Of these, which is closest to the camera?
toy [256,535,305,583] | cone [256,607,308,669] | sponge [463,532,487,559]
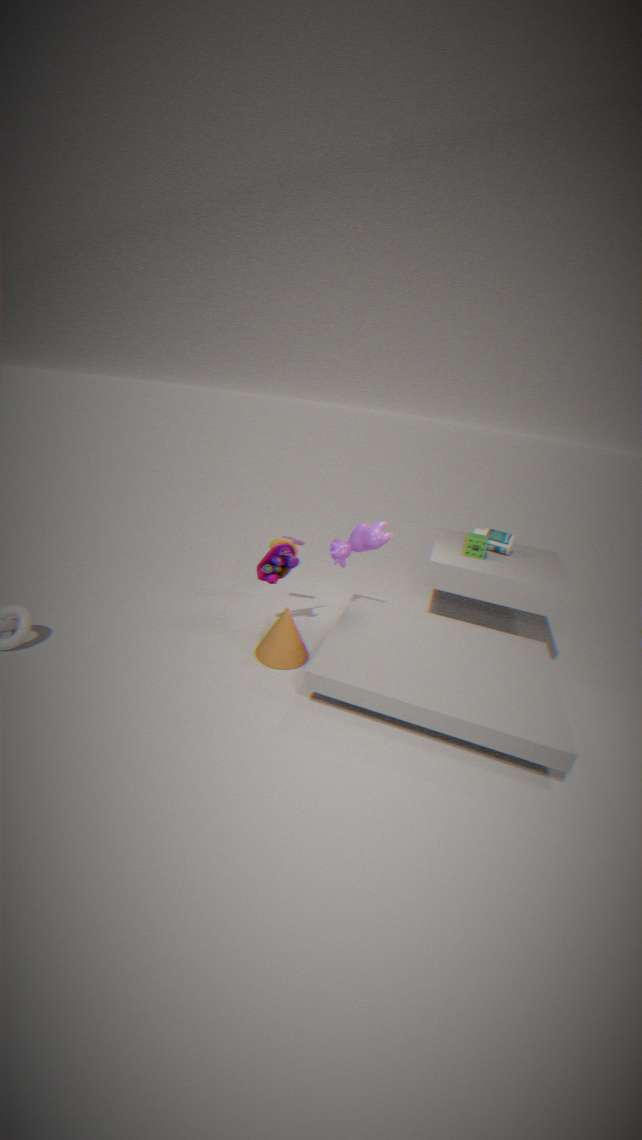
cone [256,607,308,669]
